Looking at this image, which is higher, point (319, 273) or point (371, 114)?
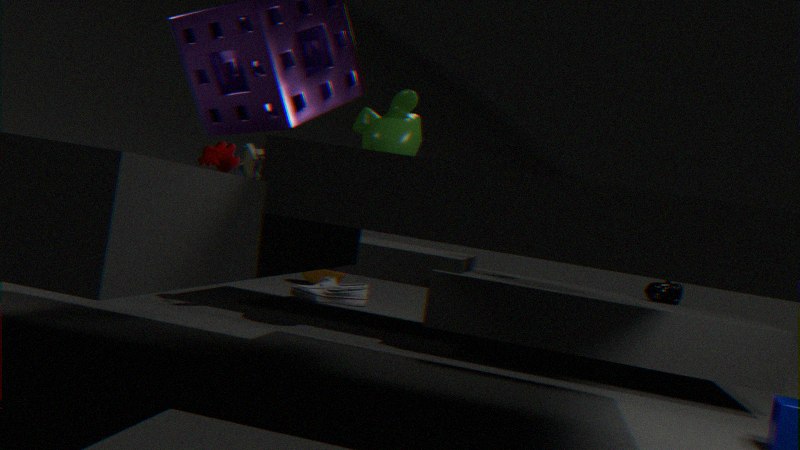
point (371, 114)
